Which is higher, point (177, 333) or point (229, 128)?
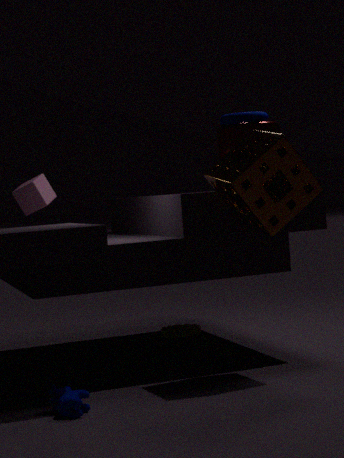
point (229, 128)
